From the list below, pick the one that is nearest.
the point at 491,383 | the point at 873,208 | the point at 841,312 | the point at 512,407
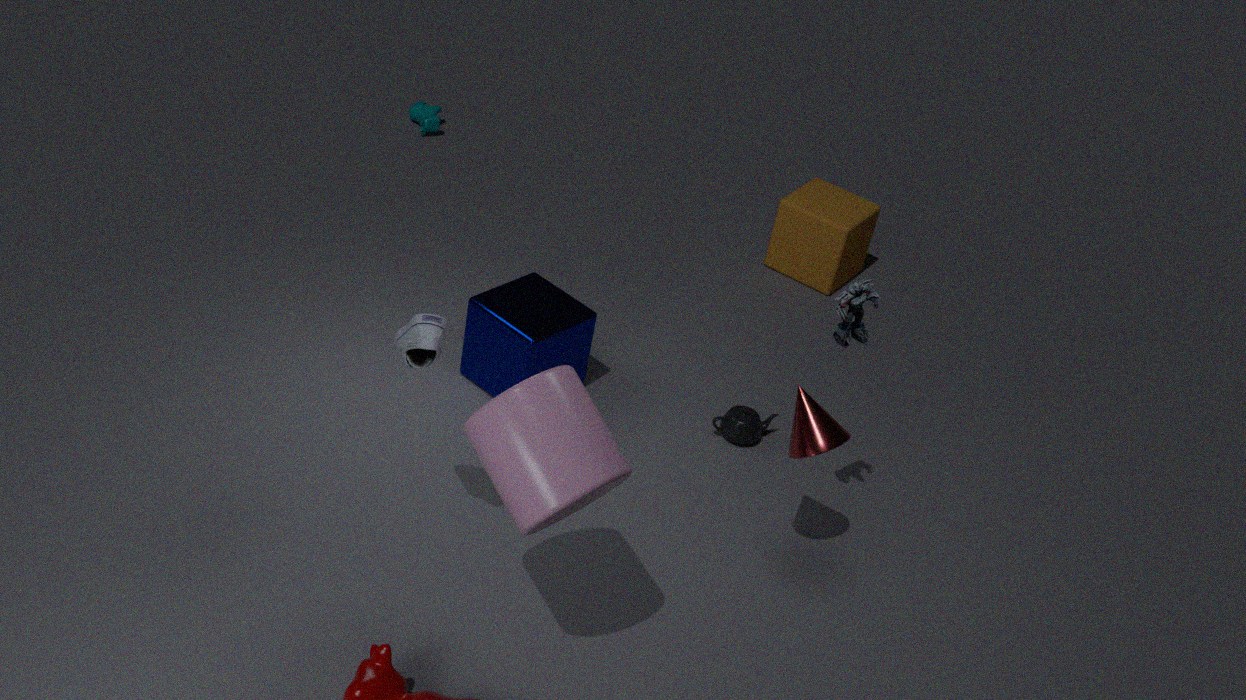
the point at 512,407
